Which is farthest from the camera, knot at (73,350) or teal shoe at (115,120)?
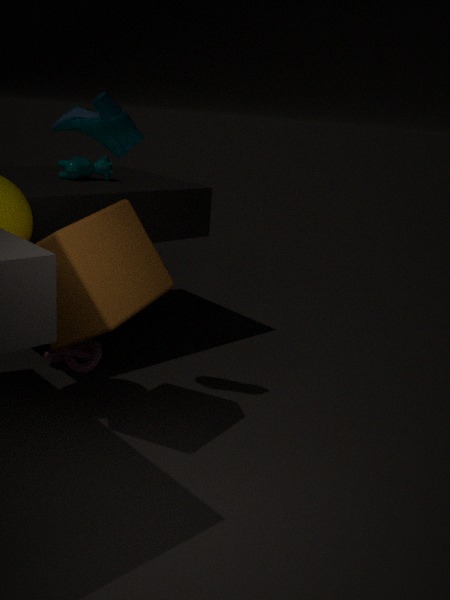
knot at (73,350)
